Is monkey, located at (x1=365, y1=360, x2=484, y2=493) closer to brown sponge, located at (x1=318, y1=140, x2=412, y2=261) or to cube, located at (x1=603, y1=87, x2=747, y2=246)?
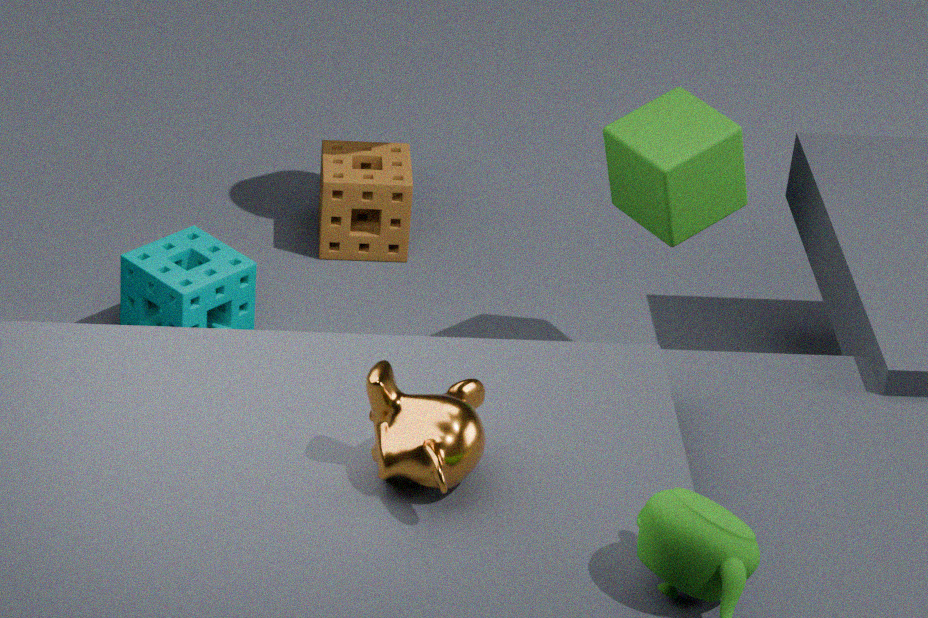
cube, located at (x1=603, y1=87, x2=747, y2=246)
